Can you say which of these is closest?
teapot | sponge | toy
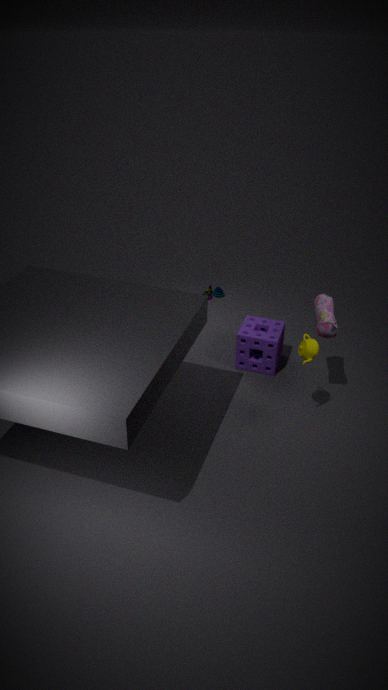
teapot
